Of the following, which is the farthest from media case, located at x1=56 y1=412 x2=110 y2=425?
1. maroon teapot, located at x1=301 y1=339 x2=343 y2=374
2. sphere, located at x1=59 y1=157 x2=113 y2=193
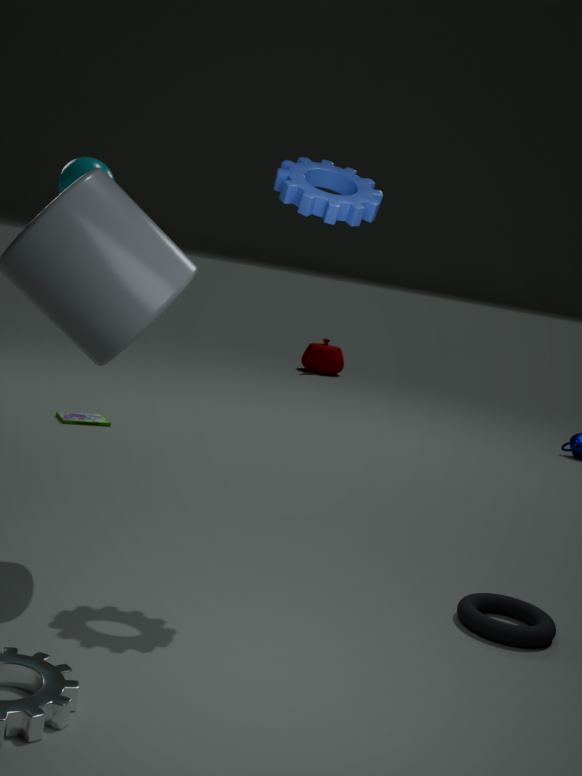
maroon teapot, located at x1=301 y1=339 x2=343 y2=374
